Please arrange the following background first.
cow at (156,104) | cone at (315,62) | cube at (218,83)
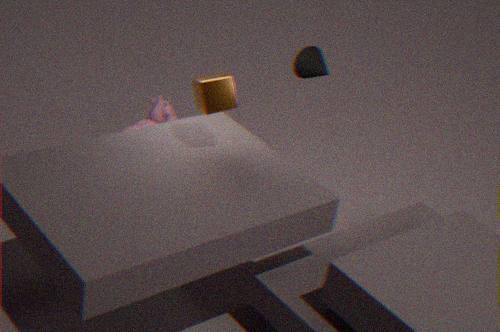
cow at (156,104) → cone at (315,62) → cube at (218,83)
